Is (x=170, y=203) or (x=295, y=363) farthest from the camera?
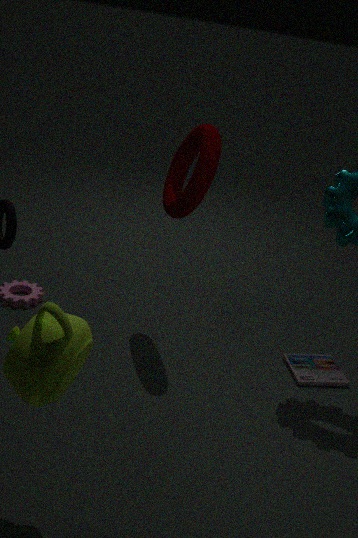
(x=295, y=363)
